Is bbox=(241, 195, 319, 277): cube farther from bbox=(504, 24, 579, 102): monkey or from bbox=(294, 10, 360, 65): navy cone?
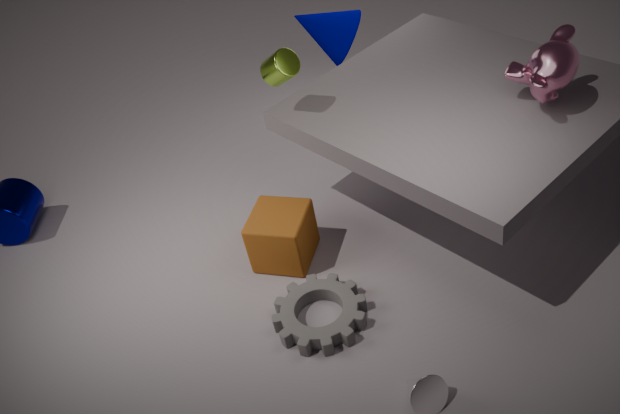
bbox=(504, 24, 579, 102): monkey
